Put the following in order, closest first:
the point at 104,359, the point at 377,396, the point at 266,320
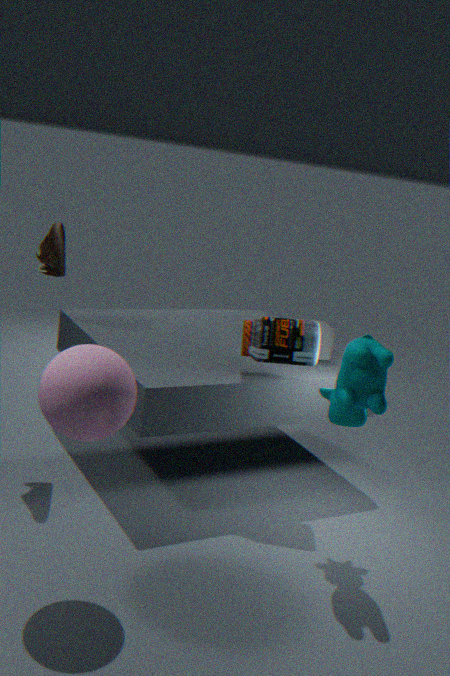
the point at 104,359 → the point at 377,396 → the point at 266,320
